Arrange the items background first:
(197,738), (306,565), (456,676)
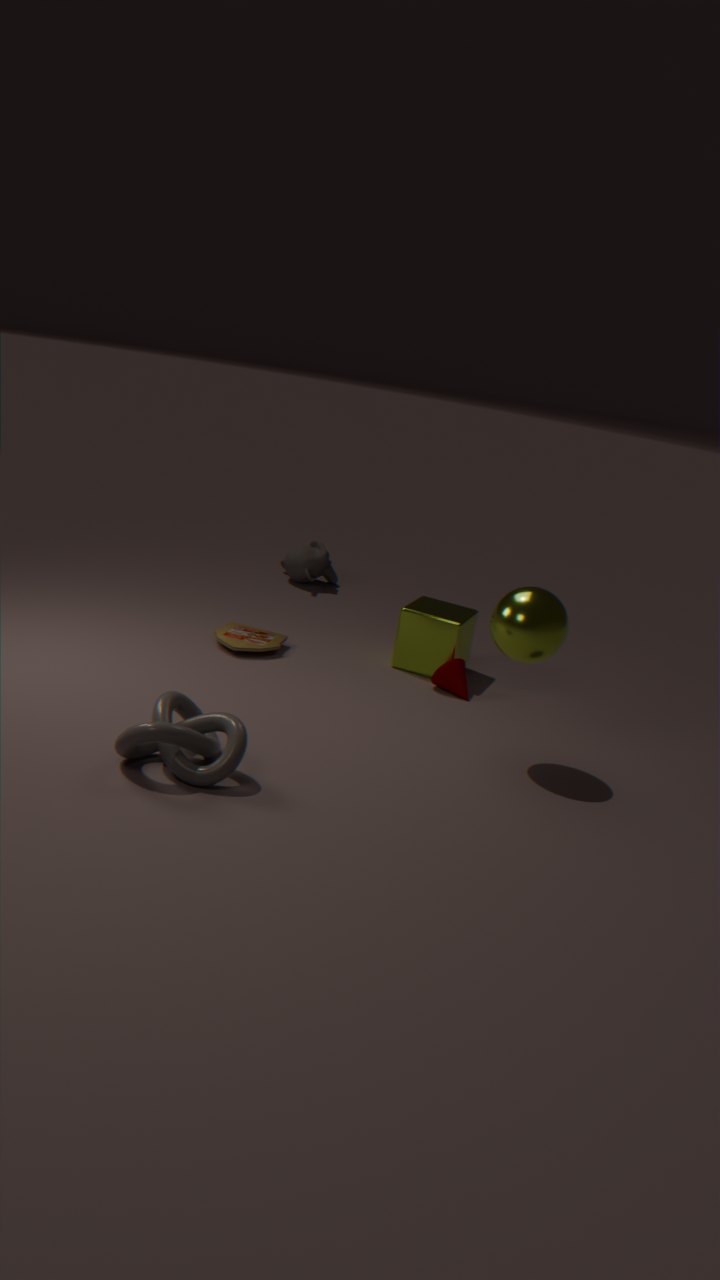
(306,565) → (456,676) → (197,738)
